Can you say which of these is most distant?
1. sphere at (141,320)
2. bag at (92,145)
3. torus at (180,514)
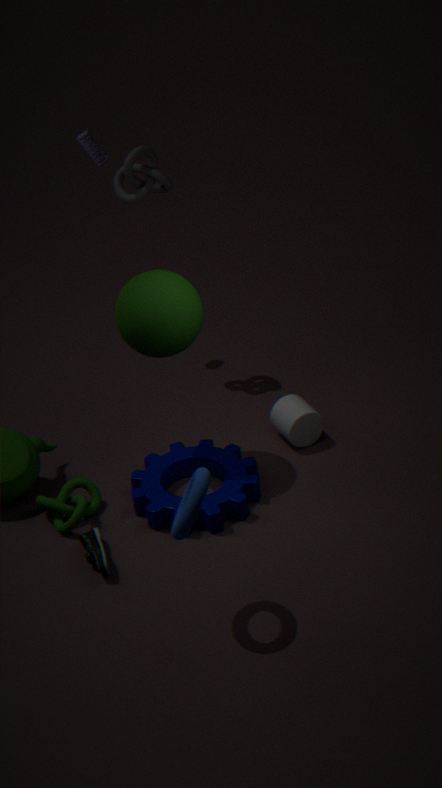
bag at (92,145)
